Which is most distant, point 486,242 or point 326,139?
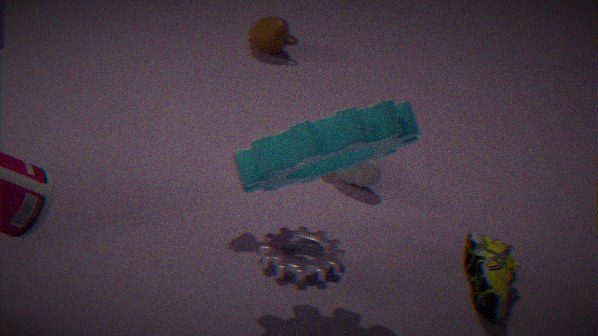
point 486,242
